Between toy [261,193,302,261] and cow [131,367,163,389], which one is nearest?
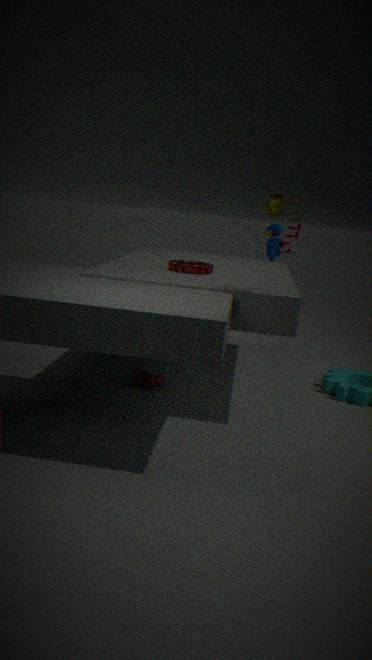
toy [261,193,302,261]
